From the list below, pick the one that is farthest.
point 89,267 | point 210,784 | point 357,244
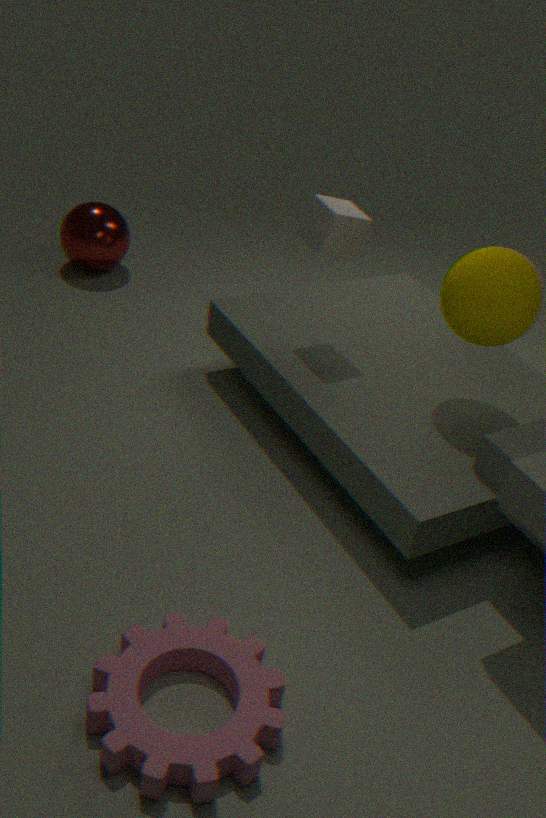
point 89,267
